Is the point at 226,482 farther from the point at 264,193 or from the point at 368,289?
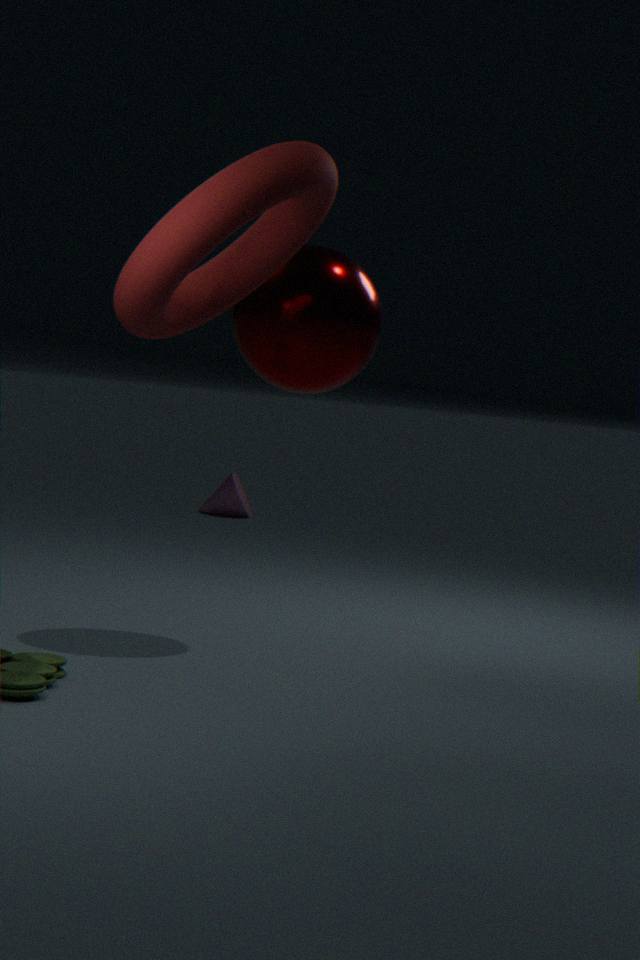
the point at 264,193
